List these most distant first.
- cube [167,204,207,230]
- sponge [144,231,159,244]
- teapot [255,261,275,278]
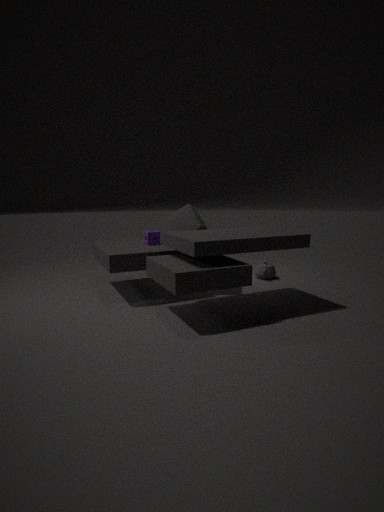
teapot [255,261,275,278] → sponge [144,231,159,244] → cube [167,204,207,230]
